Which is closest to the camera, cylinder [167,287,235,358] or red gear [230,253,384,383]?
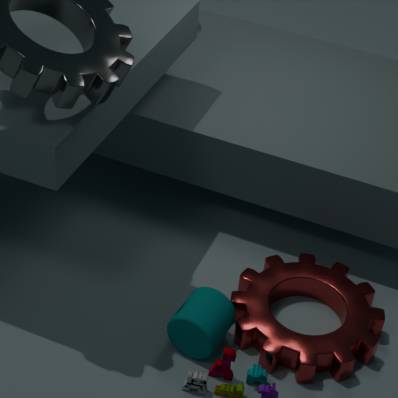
cylinder [167,287,235,358]
